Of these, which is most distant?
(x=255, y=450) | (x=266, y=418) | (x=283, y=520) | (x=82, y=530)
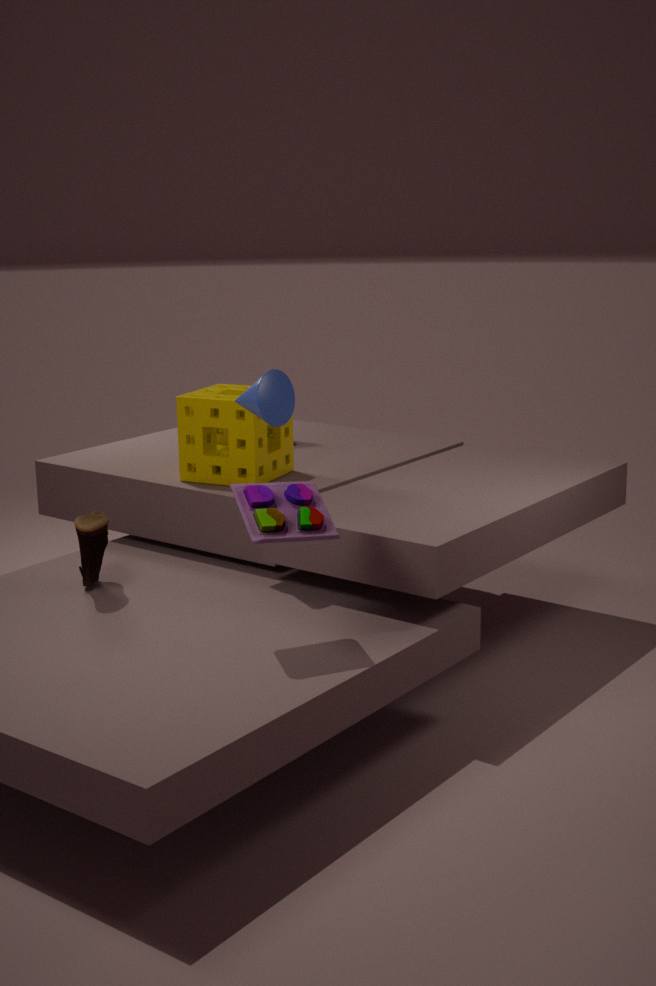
(x=255, y=450)
